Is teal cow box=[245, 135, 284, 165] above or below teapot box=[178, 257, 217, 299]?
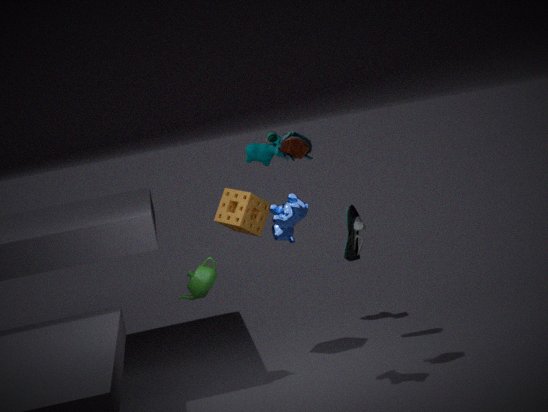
above
